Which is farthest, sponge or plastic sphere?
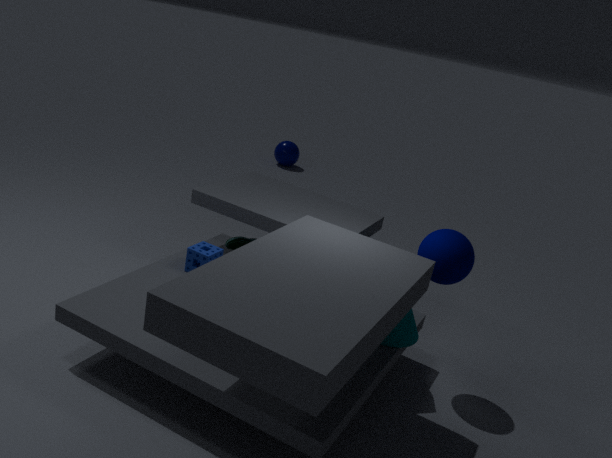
plastic sphere
